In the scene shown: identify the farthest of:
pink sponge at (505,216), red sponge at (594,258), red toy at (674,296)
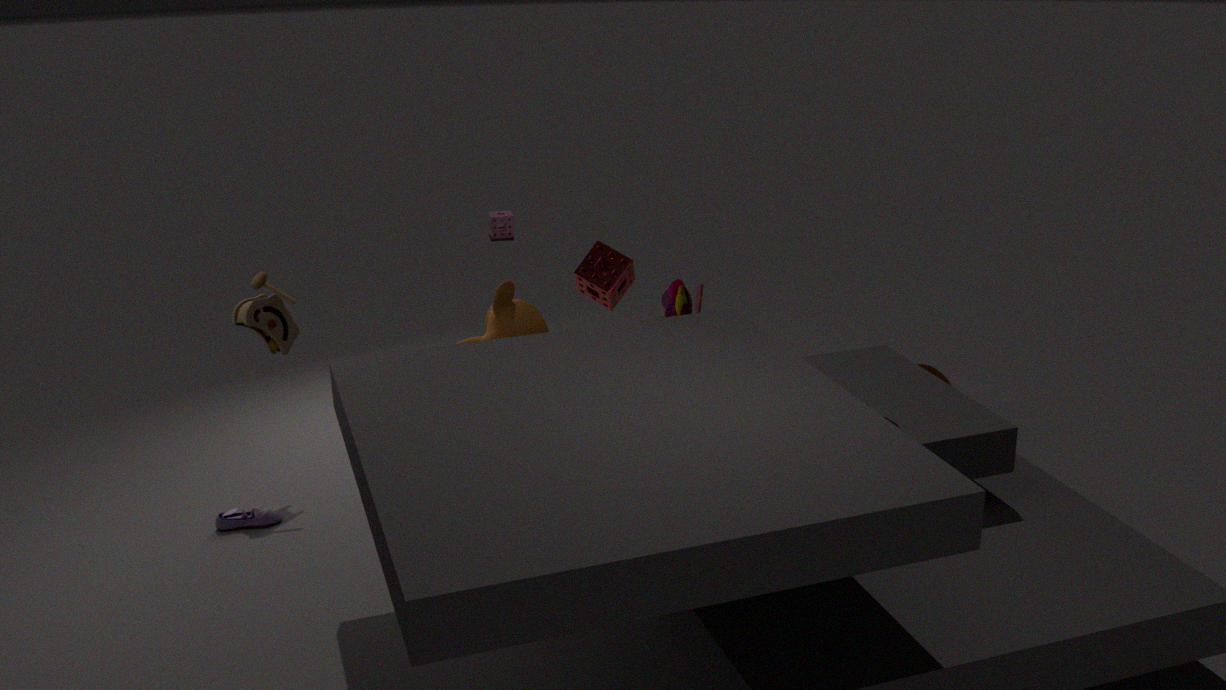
pink sponge at (505,216)
